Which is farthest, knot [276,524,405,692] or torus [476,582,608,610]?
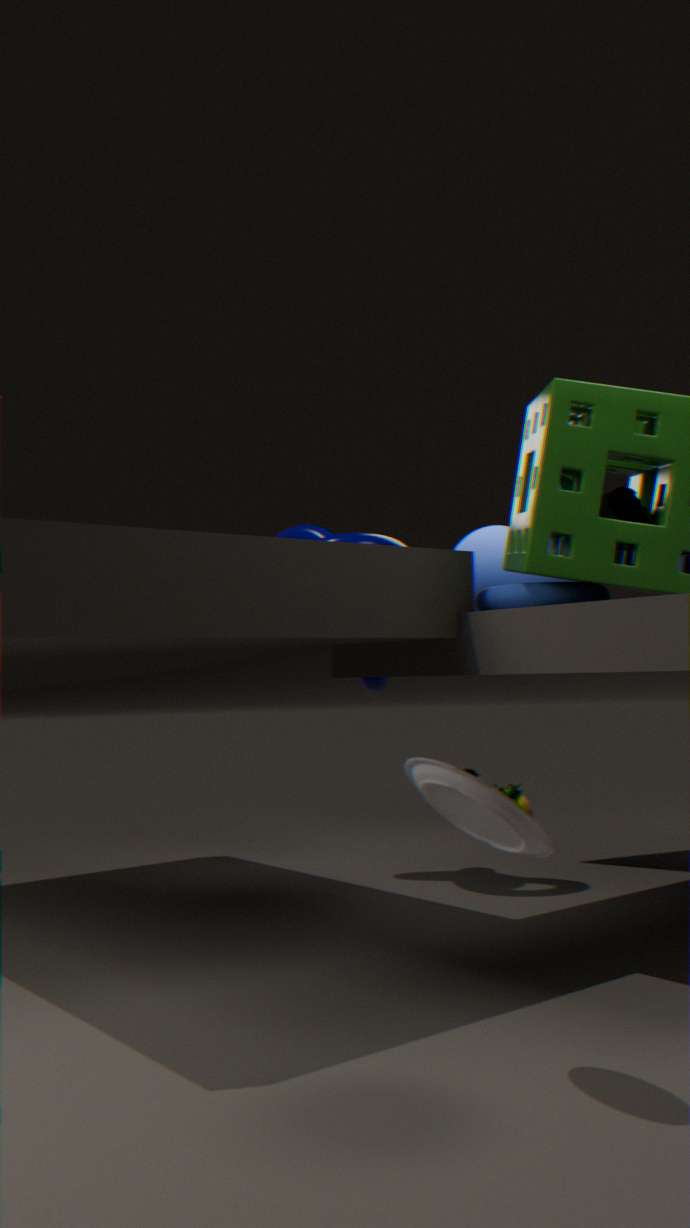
knot [276,524,405,692]
